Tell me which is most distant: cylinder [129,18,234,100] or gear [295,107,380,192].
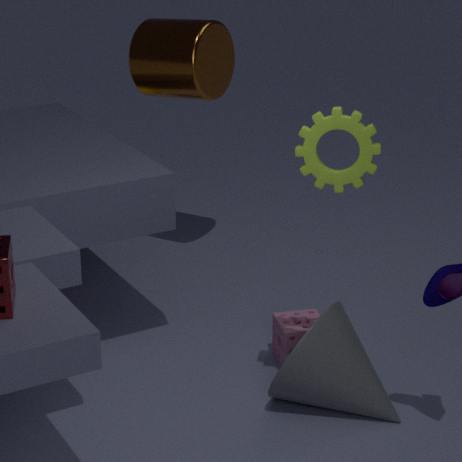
cylinder [129,18,234,100]
